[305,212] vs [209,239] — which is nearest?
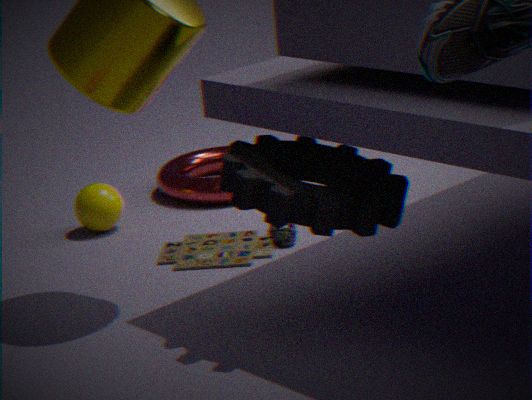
[305,212]
